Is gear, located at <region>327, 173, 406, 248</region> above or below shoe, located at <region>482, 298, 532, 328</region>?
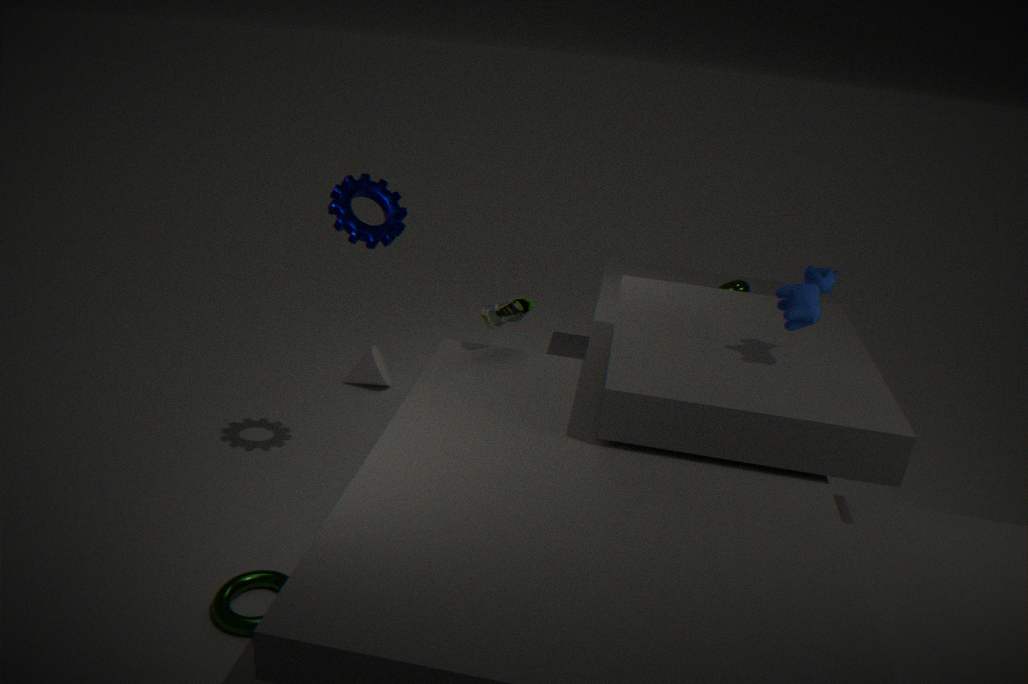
above
